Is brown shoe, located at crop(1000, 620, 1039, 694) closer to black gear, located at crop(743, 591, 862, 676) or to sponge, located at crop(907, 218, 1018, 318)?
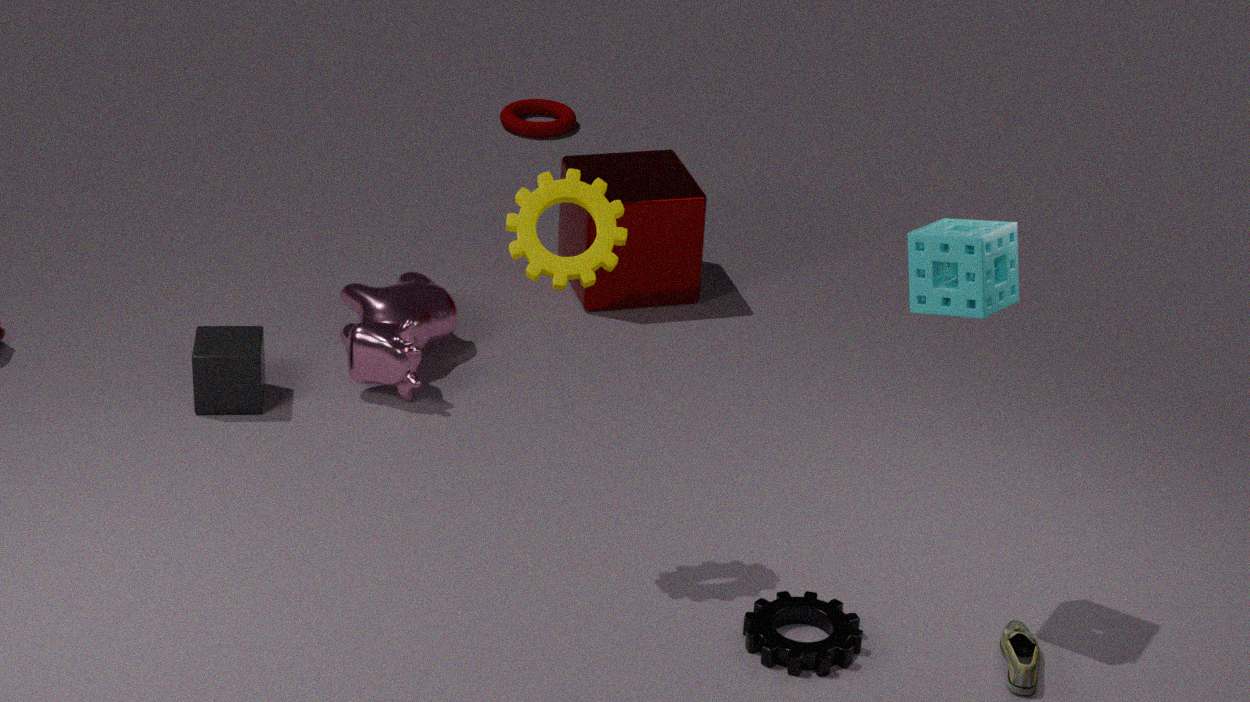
black gear, located at crop(743, 591, 862, 676)
